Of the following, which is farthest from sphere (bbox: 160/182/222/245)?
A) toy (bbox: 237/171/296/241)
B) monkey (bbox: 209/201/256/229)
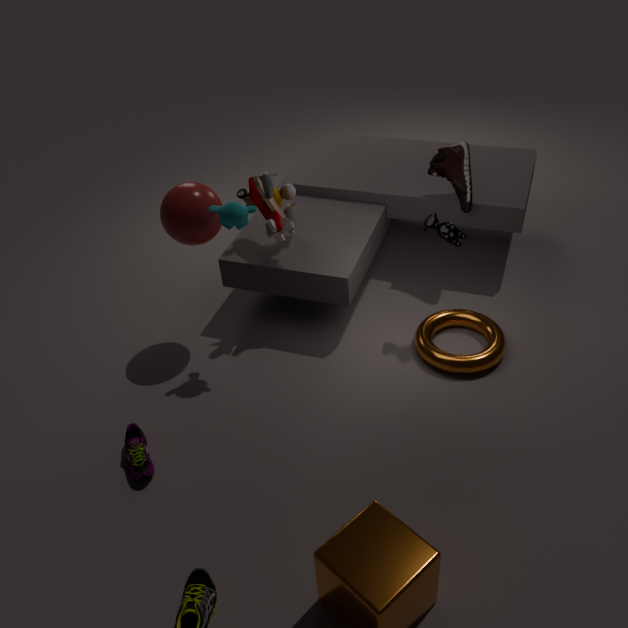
toy (bbox: 237/171/296/241)
